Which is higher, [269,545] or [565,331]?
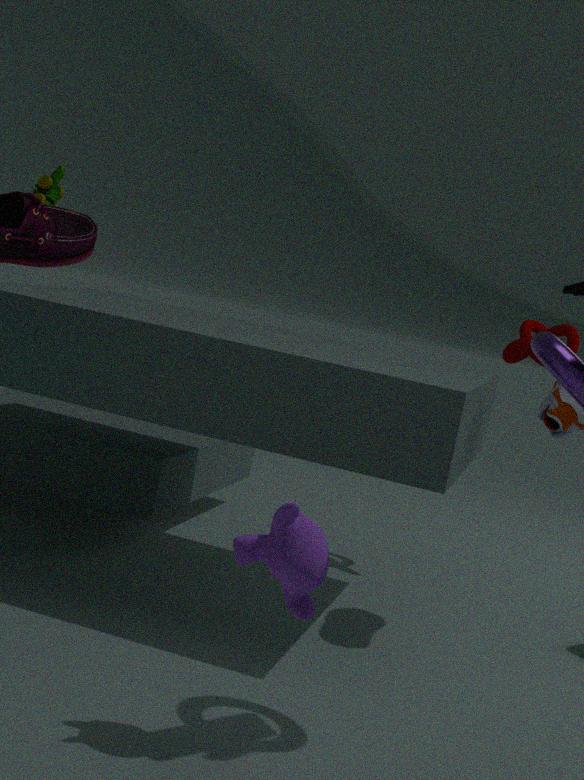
[565,331]
